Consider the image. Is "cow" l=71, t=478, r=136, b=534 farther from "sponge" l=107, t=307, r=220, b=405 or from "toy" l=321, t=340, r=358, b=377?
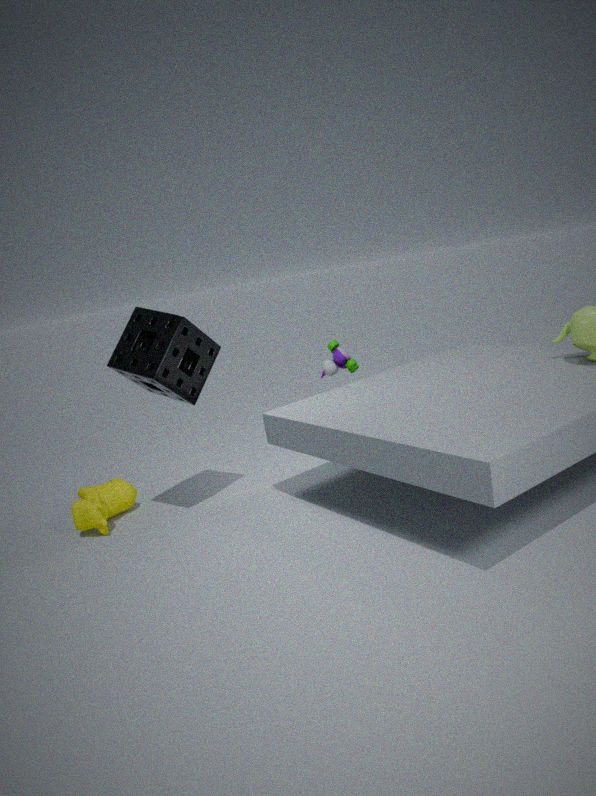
"toy" l=321, t=340, r=358, b=377
